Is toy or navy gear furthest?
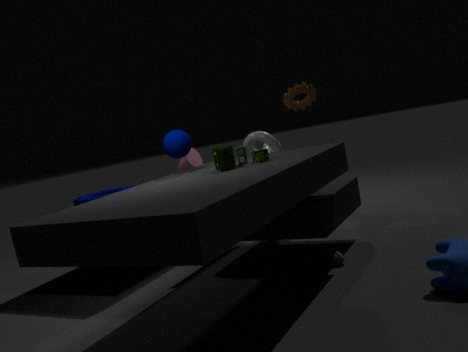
navy gear
